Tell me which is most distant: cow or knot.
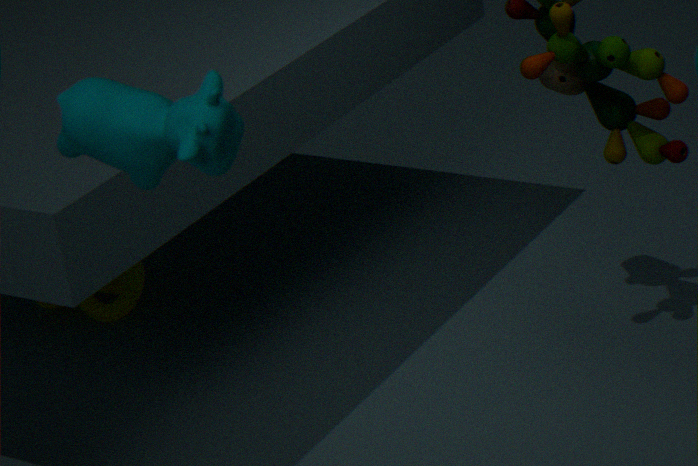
knot
